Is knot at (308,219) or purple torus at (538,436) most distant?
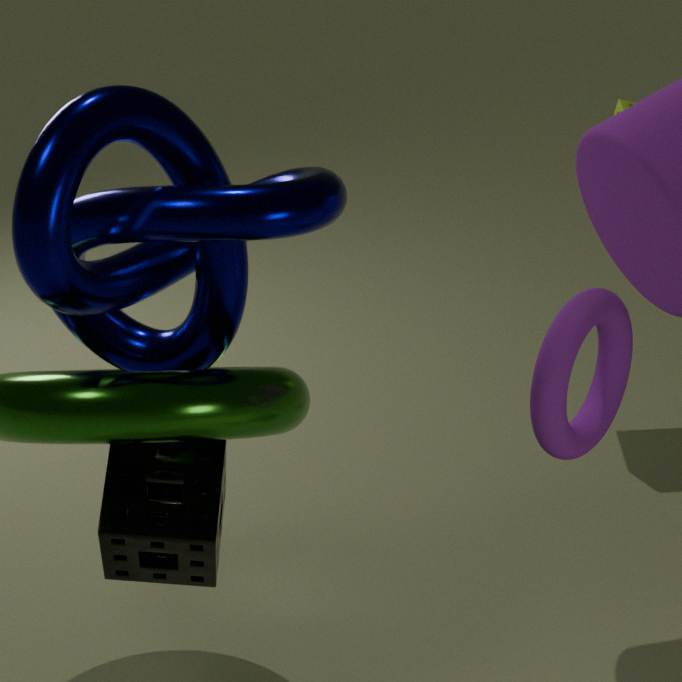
purple torus at (538,436)
